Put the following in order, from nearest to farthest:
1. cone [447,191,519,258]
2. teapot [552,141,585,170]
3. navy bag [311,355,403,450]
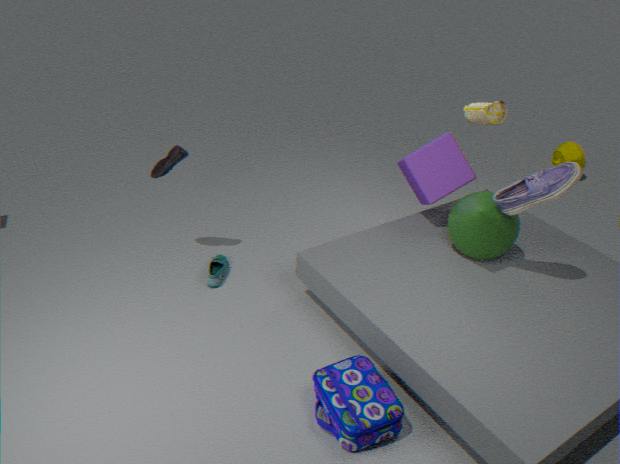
navy bag [311,355,403,450] → cone [447,191,519,258] → teapot [552,141,585,170]
